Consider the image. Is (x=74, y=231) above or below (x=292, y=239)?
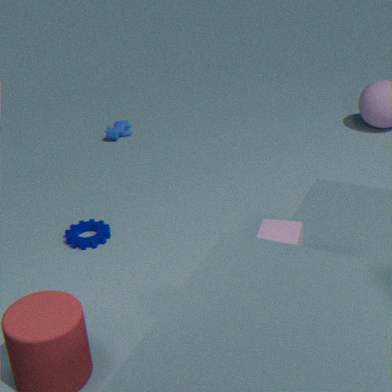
below
